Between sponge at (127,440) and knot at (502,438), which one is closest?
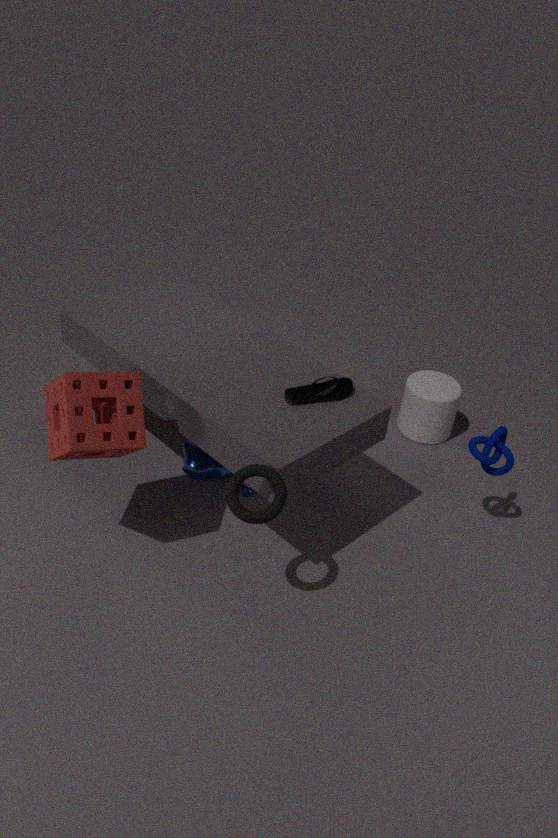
Answer: sponge at (127,440)
